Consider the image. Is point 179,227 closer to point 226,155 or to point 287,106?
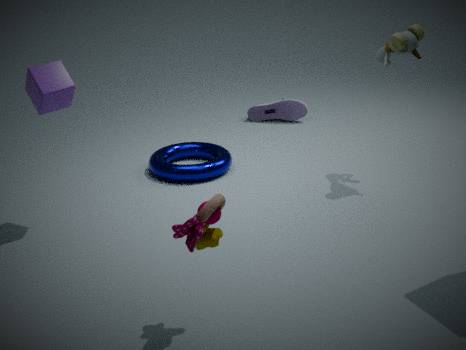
point 226,155
